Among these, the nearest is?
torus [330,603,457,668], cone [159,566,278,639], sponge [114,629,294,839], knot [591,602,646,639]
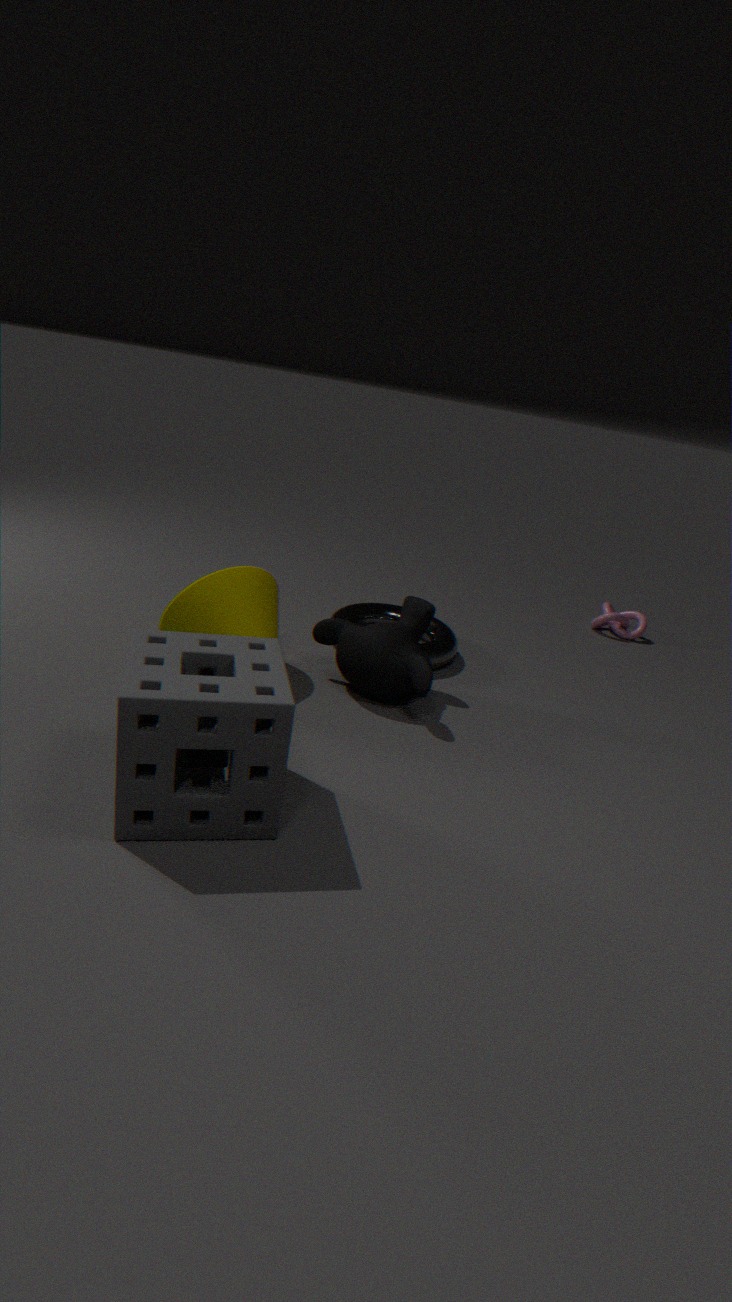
sponge [114,629,294,839]
